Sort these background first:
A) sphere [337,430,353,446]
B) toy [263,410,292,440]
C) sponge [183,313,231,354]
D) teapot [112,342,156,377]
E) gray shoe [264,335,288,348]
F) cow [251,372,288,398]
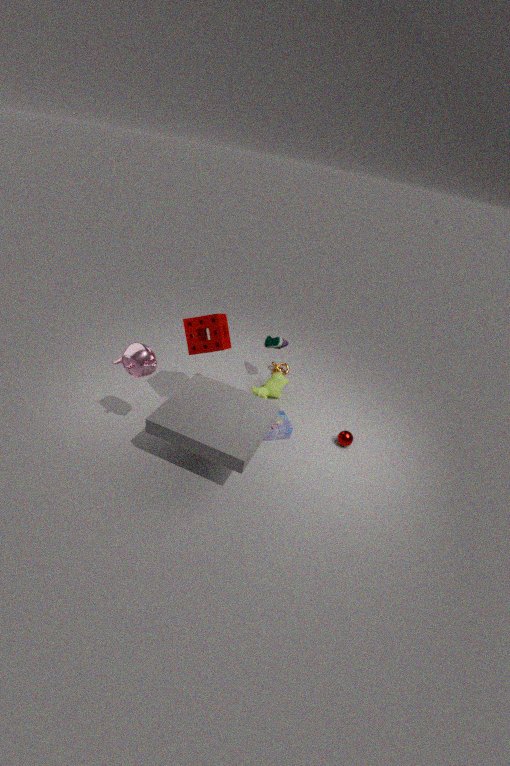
1. gray shoe [264,335,288,348]
2. cow [251,372,288,398]
3. sphere [337,430,353,446]
4. toy [263,410,292,440]
5. sponge [183,313,231,354]
6. teapot [112,342,156,377]
